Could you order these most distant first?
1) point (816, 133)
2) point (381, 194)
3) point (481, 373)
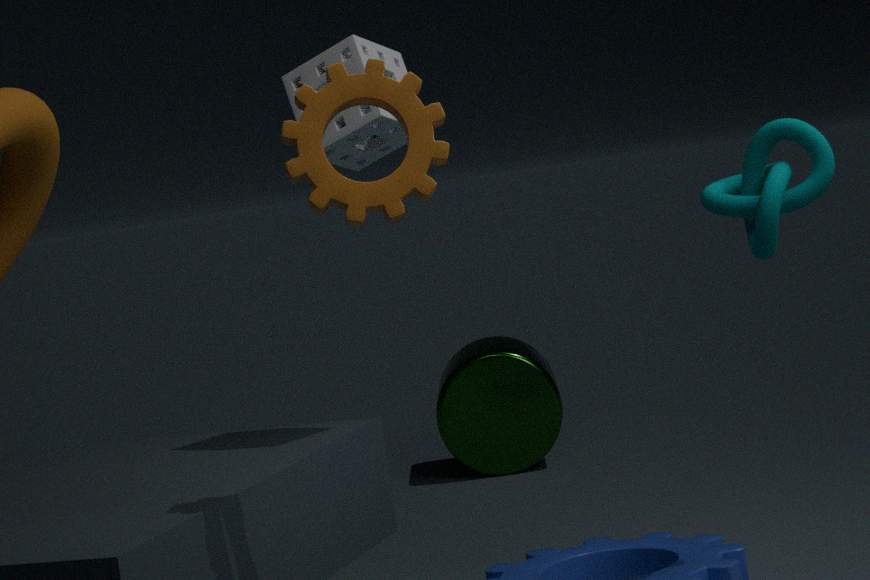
1. 3. point (481, 373)
2. 1. point (816, 133)
3. 2. point (381, 194)
